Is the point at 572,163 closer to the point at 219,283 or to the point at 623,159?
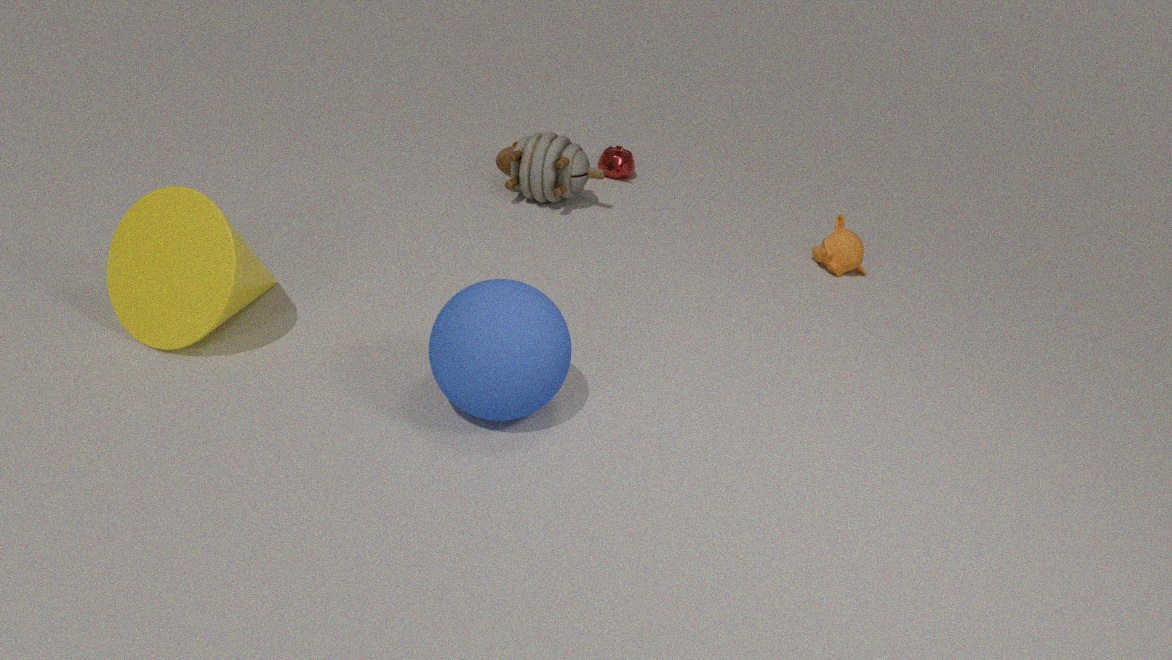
the point at 623,159
